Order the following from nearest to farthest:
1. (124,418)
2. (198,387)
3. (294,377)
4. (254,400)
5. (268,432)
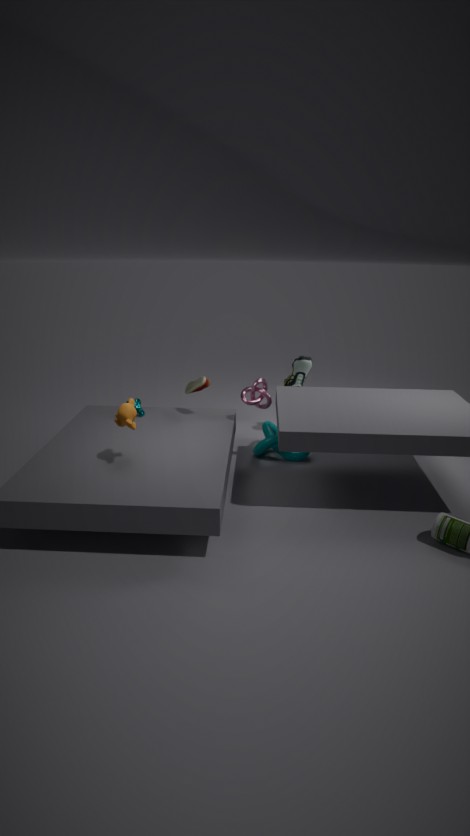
(124,418) < (254,400) < (198,387) < (268,432) < (294,377)
